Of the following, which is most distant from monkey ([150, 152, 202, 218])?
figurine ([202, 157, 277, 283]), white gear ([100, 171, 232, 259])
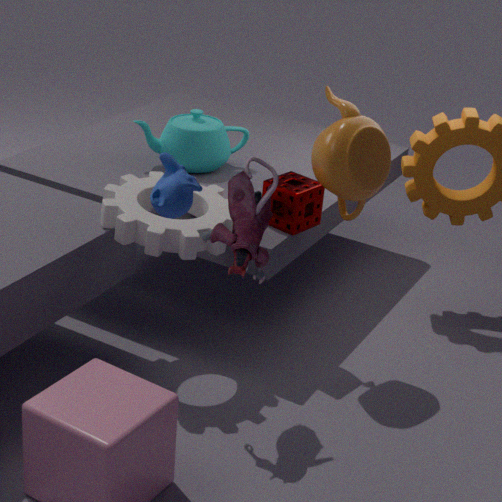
white gear ([100, 171, 232, 259])
